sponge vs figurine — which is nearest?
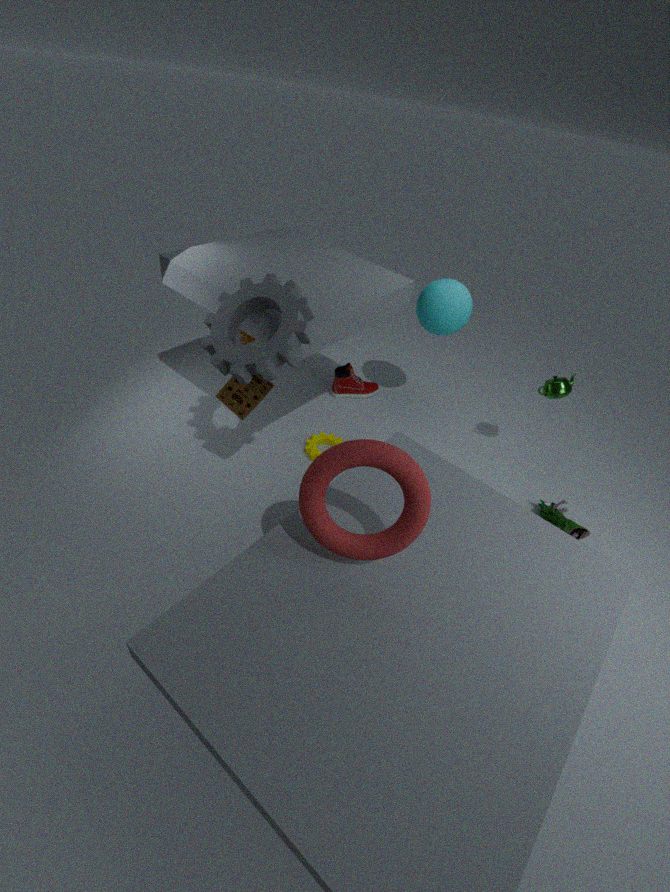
sponge
